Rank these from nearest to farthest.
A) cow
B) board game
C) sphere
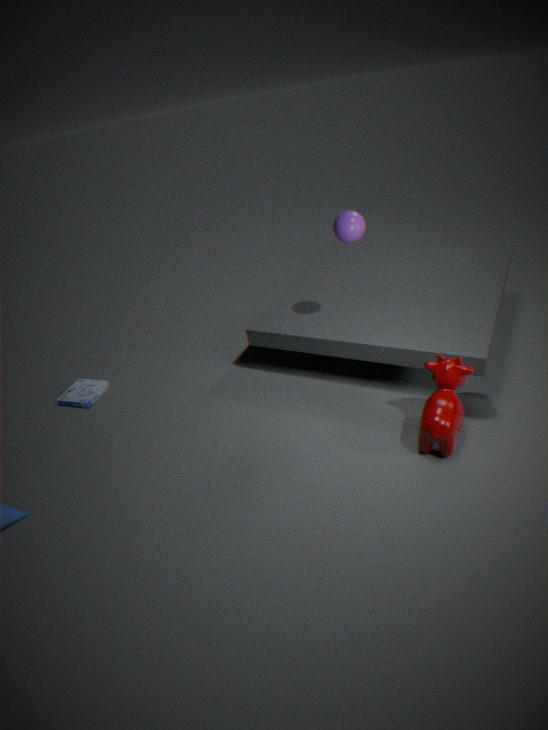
1. cow
2. sphere
3. board game
